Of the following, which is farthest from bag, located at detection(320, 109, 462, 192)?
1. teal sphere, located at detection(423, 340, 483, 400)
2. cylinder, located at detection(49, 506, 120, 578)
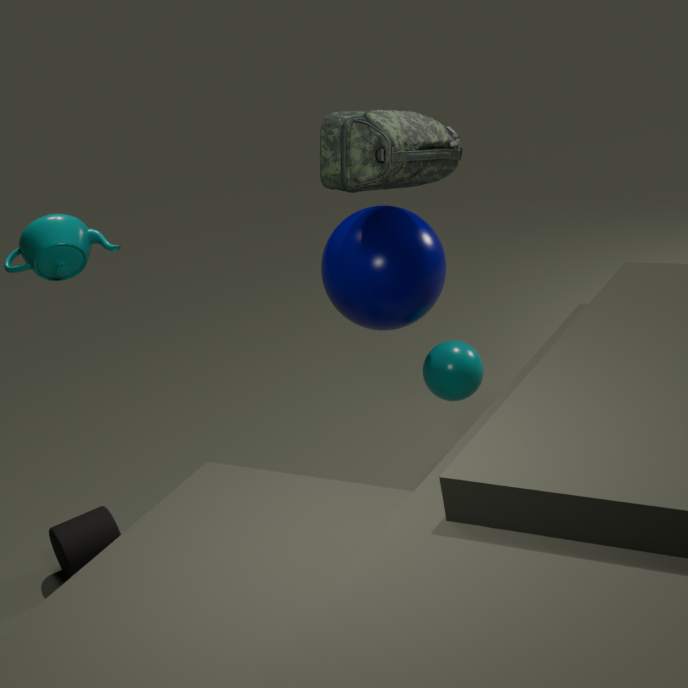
cylinder, located at detection(49, 506, 120, 578)
